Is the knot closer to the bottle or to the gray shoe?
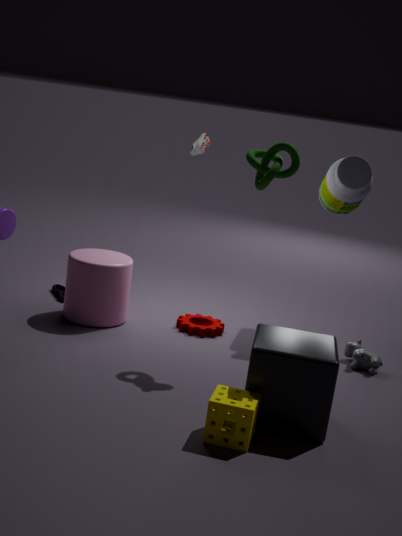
the bottle
